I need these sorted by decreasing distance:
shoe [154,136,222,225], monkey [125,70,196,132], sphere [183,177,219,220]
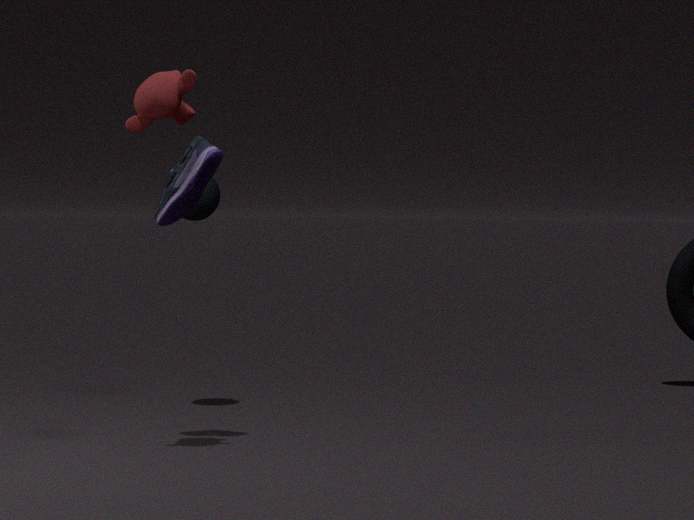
sphere [183,177,219,220], shoe [154,136,222,225], monkey [125,70,196,132]
